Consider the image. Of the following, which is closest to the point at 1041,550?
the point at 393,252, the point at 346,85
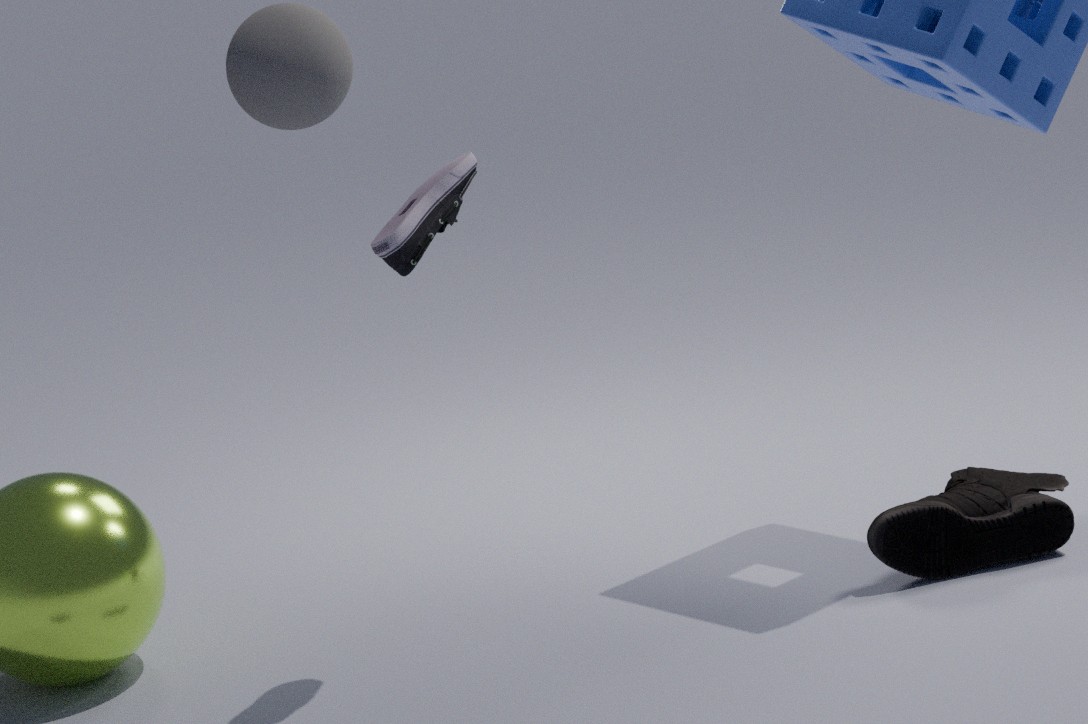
the point at 393,252
